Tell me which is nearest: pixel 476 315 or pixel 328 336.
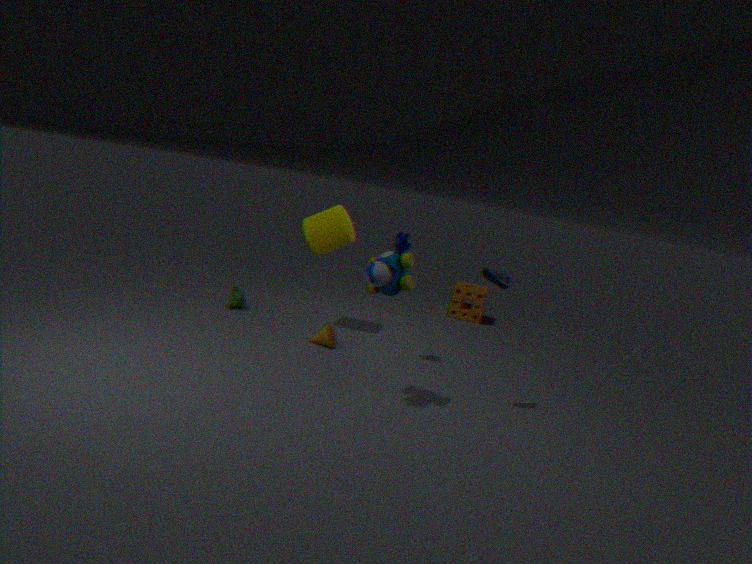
pixel 328 336
